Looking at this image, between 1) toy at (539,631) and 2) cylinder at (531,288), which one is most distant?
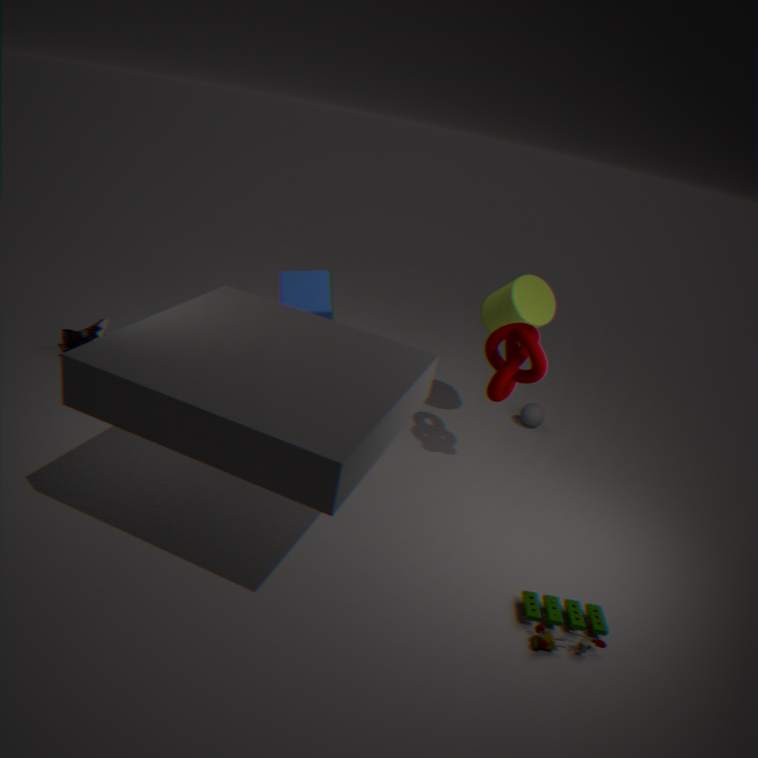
2. cylinder at (531,288)
